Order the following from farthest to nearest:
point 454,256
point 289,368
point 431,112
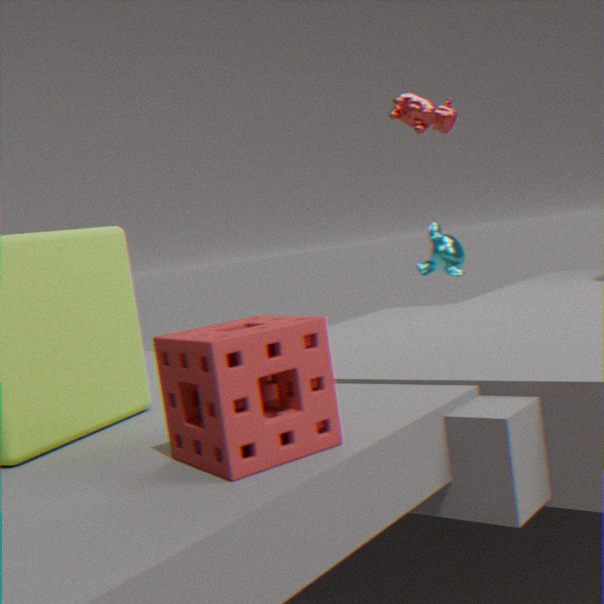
point 454,256, point 431,112, point 289,368
